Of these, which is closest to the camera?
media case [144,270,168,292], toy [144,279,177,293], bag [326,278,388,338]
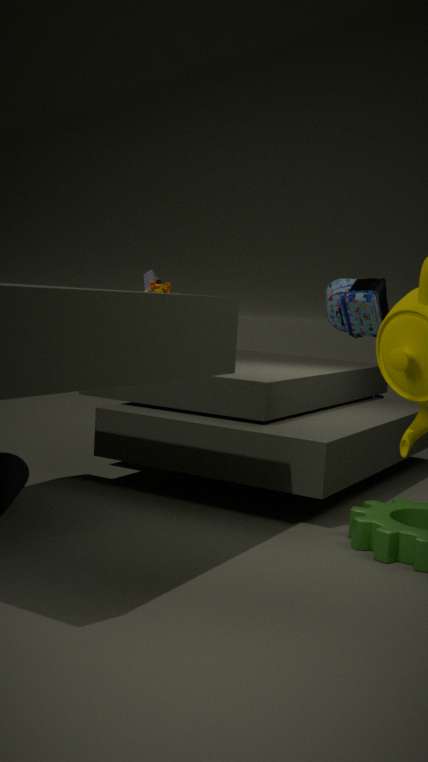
bag [326,278,388,338]
